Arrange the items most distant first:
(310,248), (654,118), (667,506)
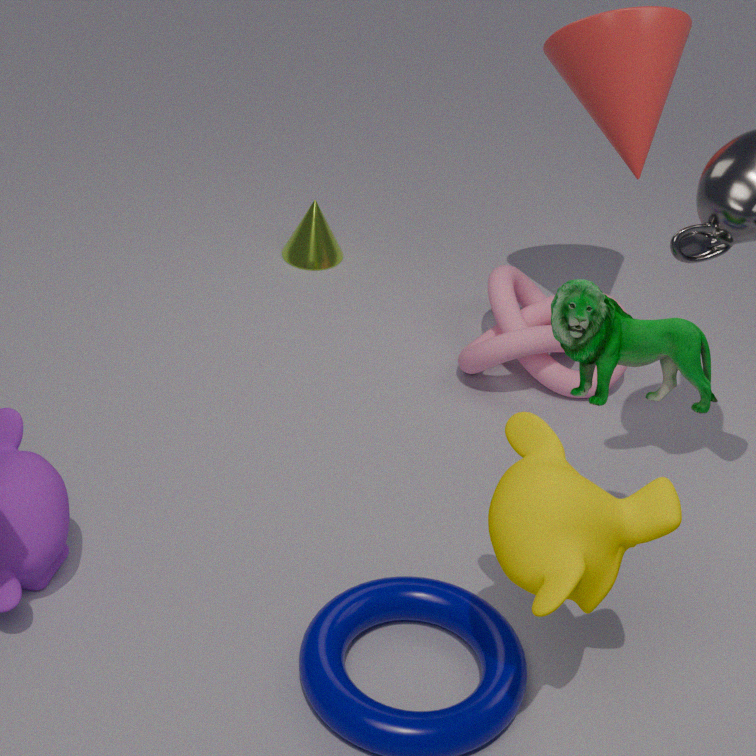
1. (310,248)
2. (654,118)
3. (667,506)
